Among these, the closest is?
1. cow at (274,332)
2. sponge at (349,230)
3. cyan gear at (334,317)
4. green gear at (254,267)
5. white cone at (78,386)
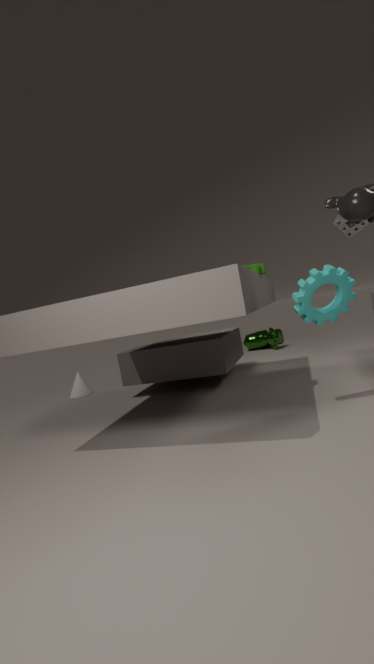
cyan gear at (334,317)
